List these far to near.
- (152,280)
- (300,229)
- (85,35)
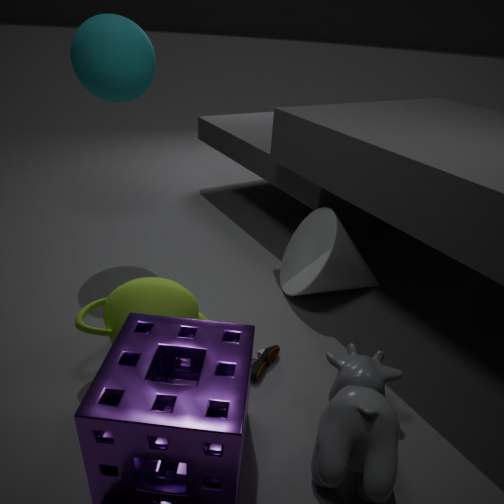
(300,229), (85,35), (152,280)
